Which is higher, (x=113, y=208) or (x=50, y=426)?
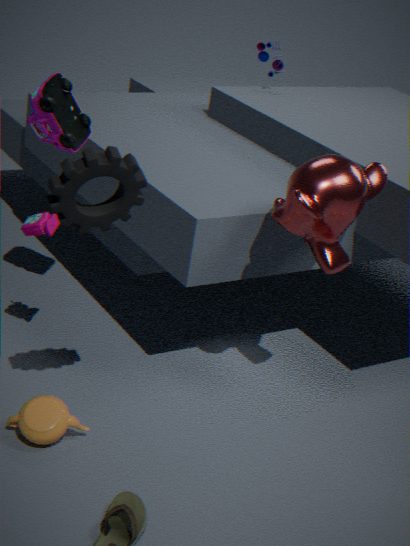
(x=113, y=208)
